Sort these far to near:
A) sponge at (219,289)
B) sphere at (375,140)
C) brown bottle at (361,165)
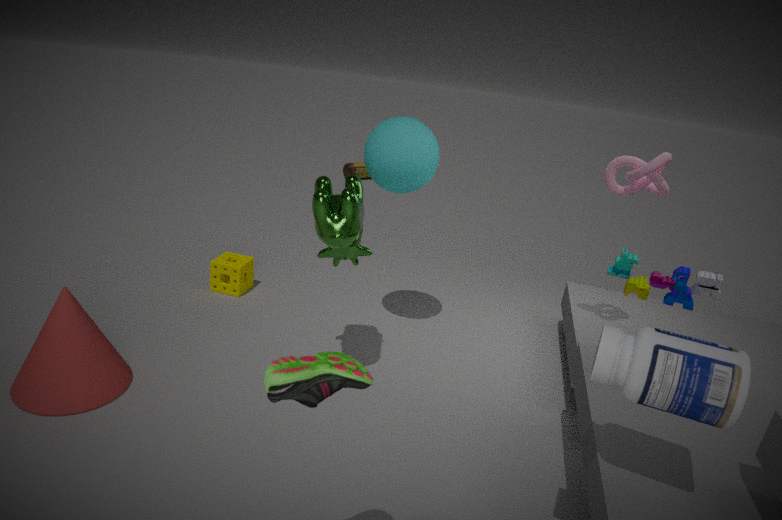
brown bottle at (361,165) < sponge at (219,289) < sphere at (375,140)
